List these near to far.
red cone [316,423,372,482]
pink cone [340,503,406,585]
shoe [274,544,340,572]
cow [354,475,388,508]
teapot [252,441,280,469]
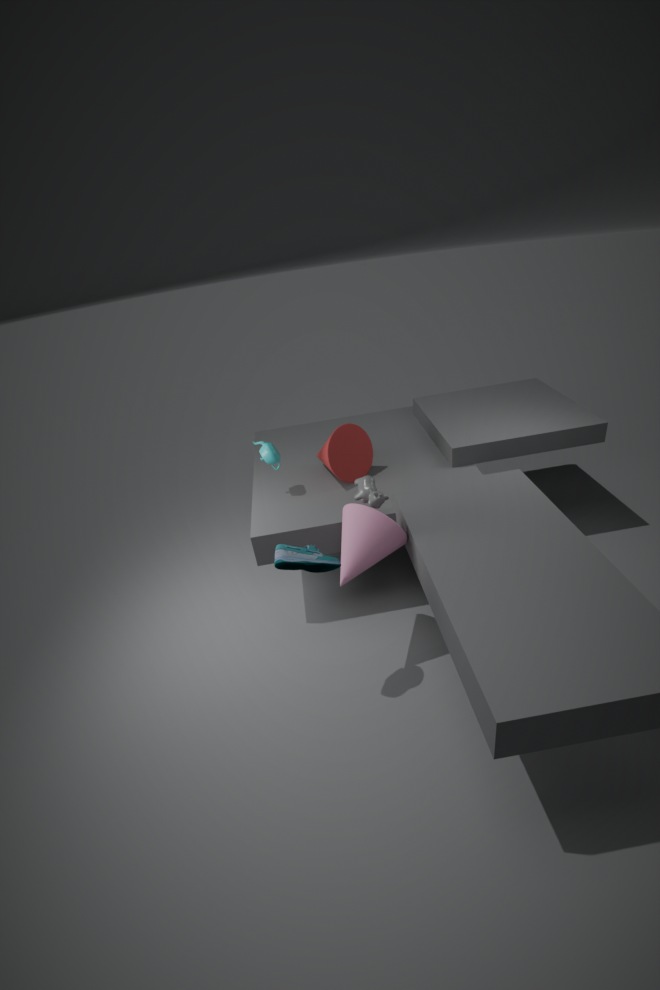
shoe [274,544,340,572] < cow [354,475,388,508] < pink cone [340,503,406,585] < teapot [252,441,280,469] < red cone [316,423,372,482]
